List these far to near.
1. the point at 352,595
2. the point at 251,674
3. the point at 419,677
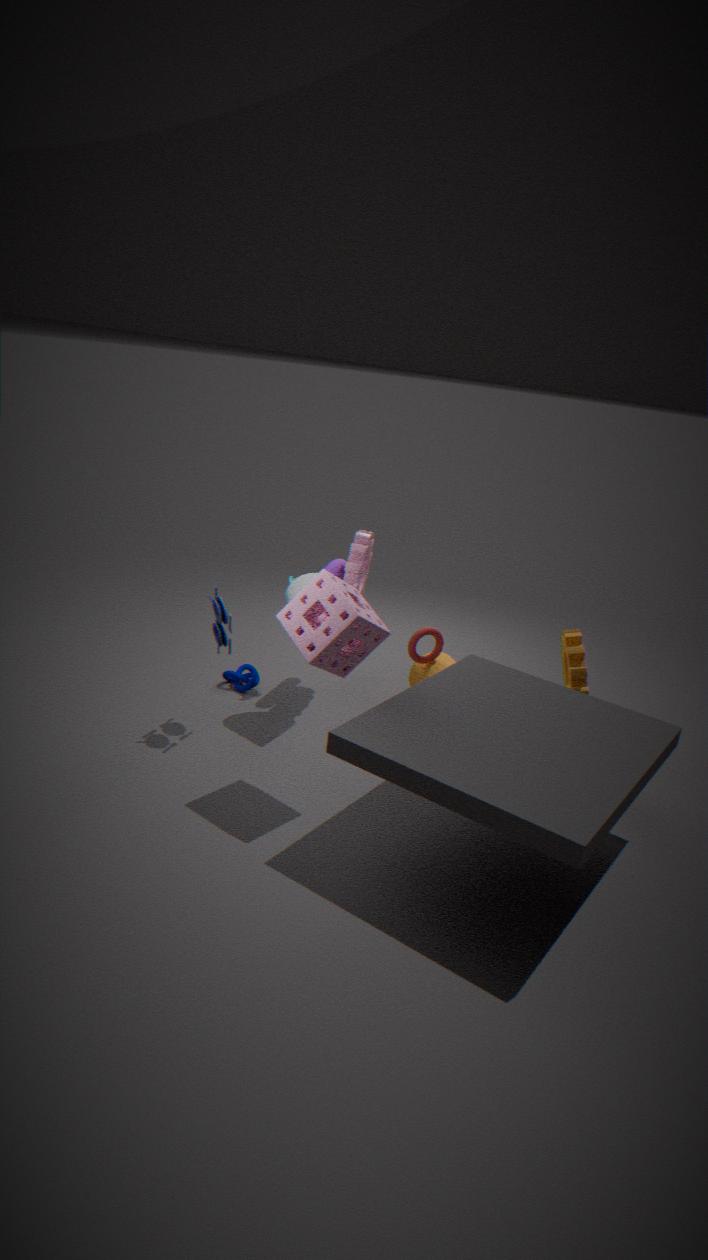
1. the point at 251,674
2. the point at 419,677
3. the point at 352,595
